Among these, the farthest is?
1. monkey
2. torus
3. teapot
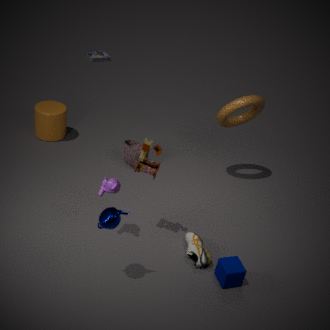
torus
